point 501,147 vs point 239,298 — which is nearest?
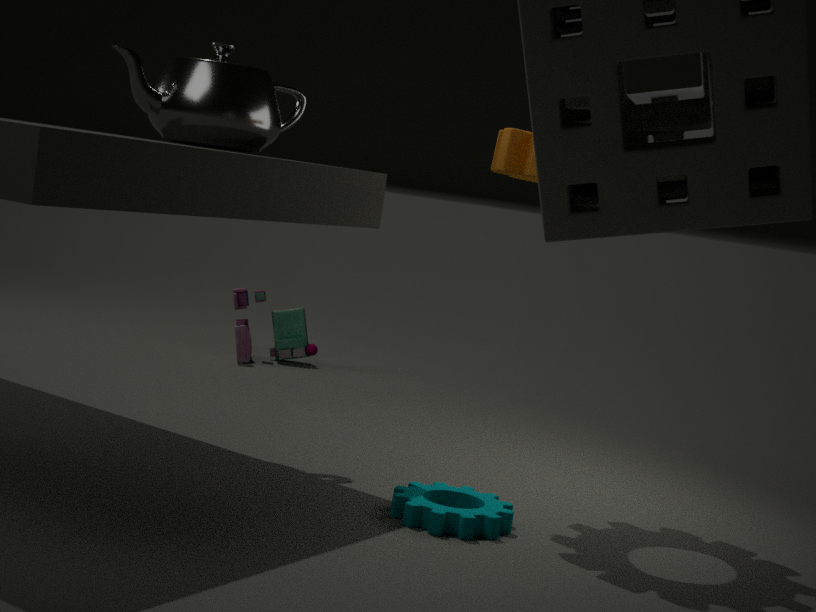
point 501,147
